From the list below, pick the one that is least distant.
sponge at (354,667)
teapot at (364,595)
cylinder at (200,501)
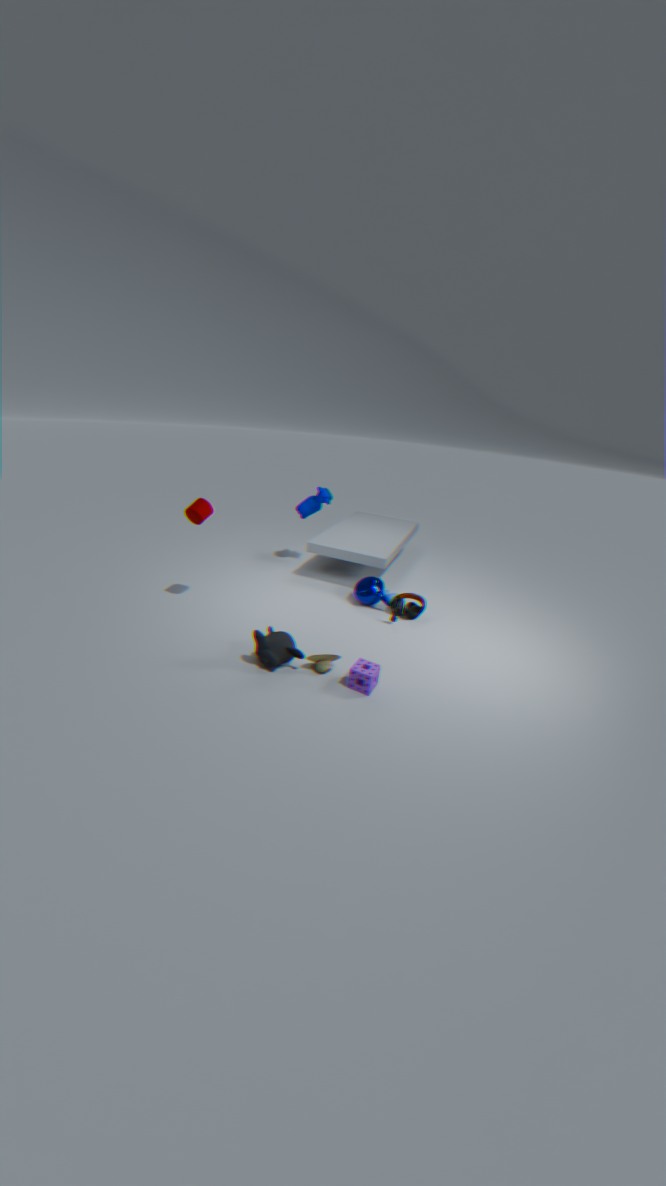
sponge at (354,667)
